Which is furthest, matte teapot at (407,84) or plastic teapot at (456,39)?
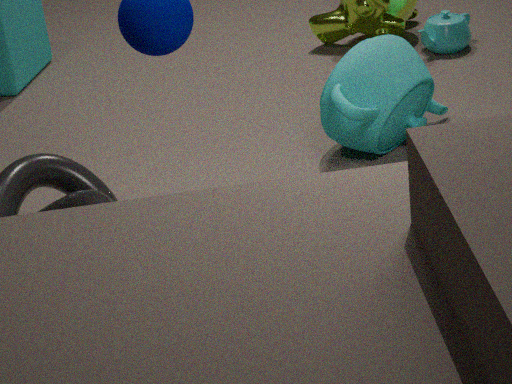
plastic teapot at (456,39)
